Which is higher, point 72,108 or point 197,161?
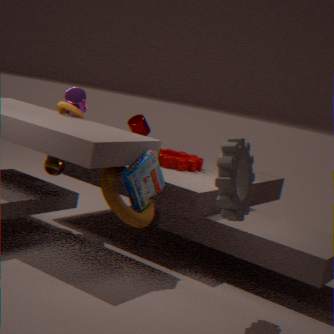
point 72,108
